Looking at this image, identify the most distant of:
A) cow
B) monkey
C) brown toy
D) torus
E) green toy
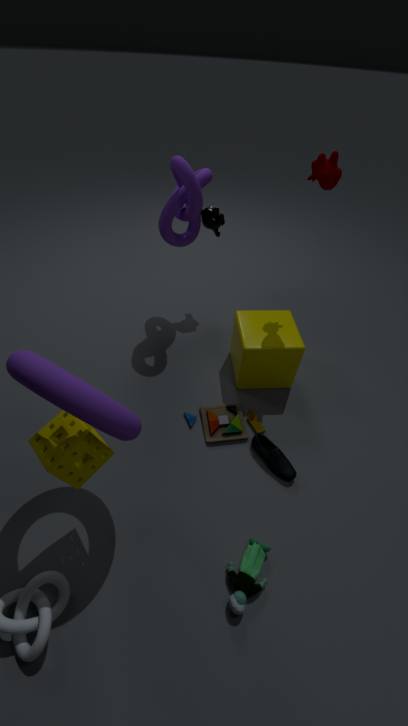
monkey
